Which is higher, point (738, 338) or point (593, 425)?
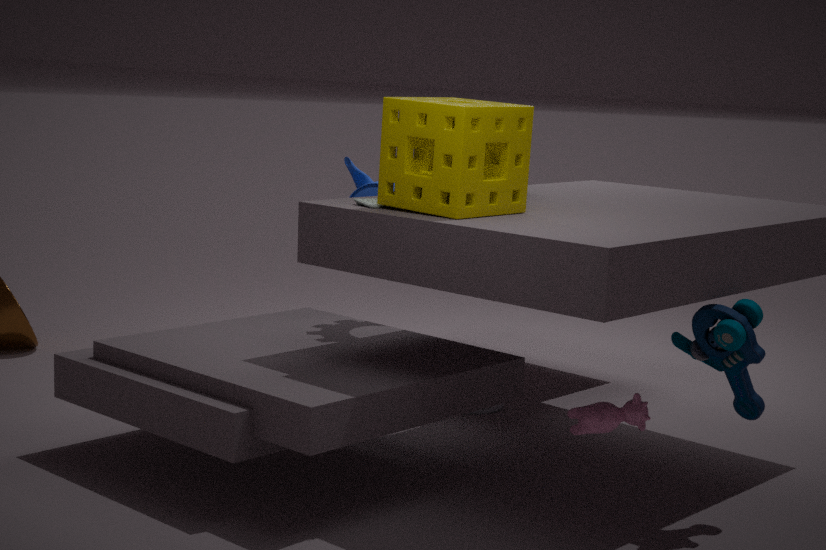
point (738, 338)
